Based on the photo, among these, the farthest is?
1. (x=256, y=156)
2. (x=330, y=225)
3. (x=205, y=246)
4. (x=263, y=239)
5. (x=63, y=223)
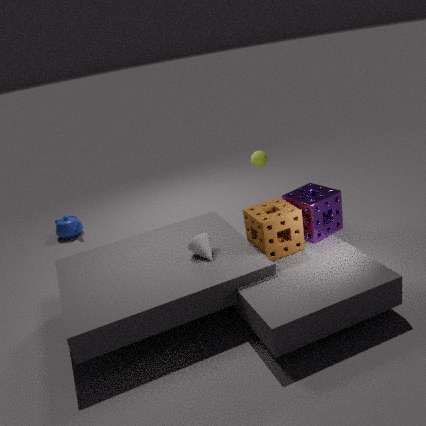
(x=63, y=223)
